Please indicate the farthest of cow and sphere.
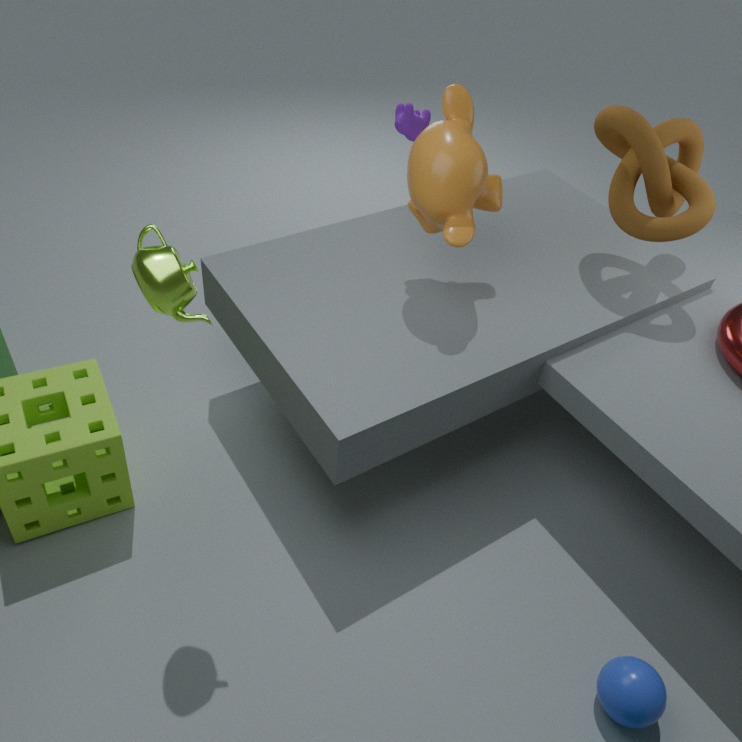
cow
